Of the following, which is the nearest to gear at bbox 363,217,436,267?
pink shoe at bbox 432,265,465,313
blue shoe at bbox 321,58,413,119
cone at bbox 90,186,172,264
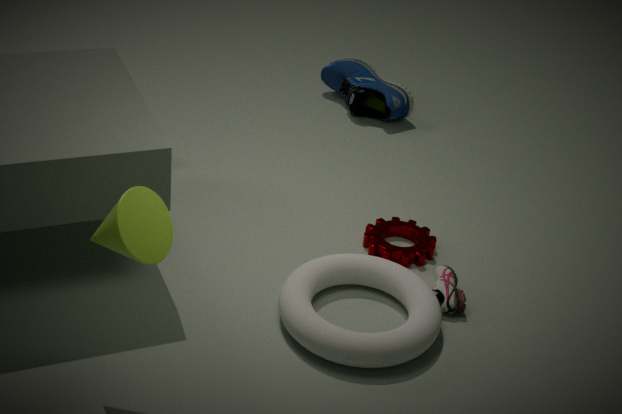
pink shoe at bbox 432,265,465,313
